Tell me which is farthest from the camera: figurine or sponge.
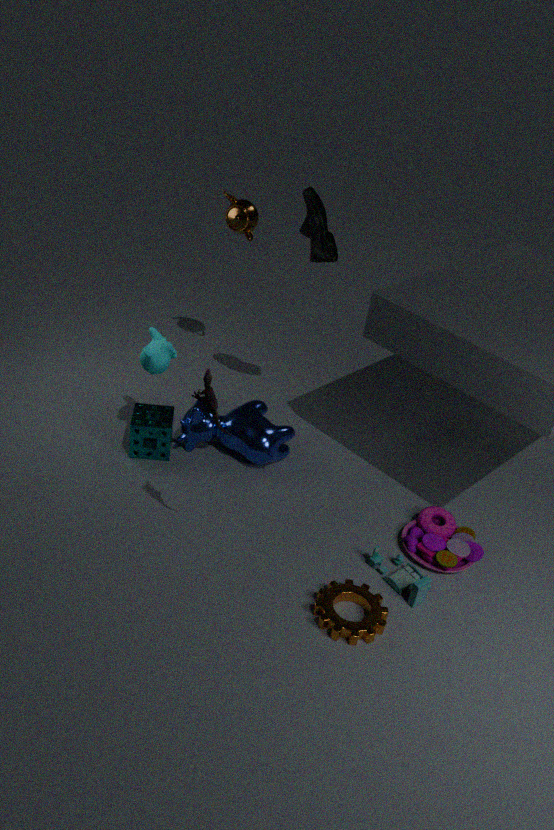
sponge
